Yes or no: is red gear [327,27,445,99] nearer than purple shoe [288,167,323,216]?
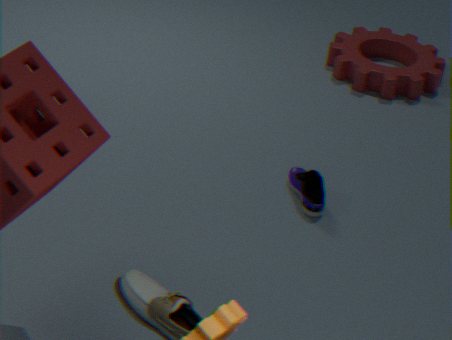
No
